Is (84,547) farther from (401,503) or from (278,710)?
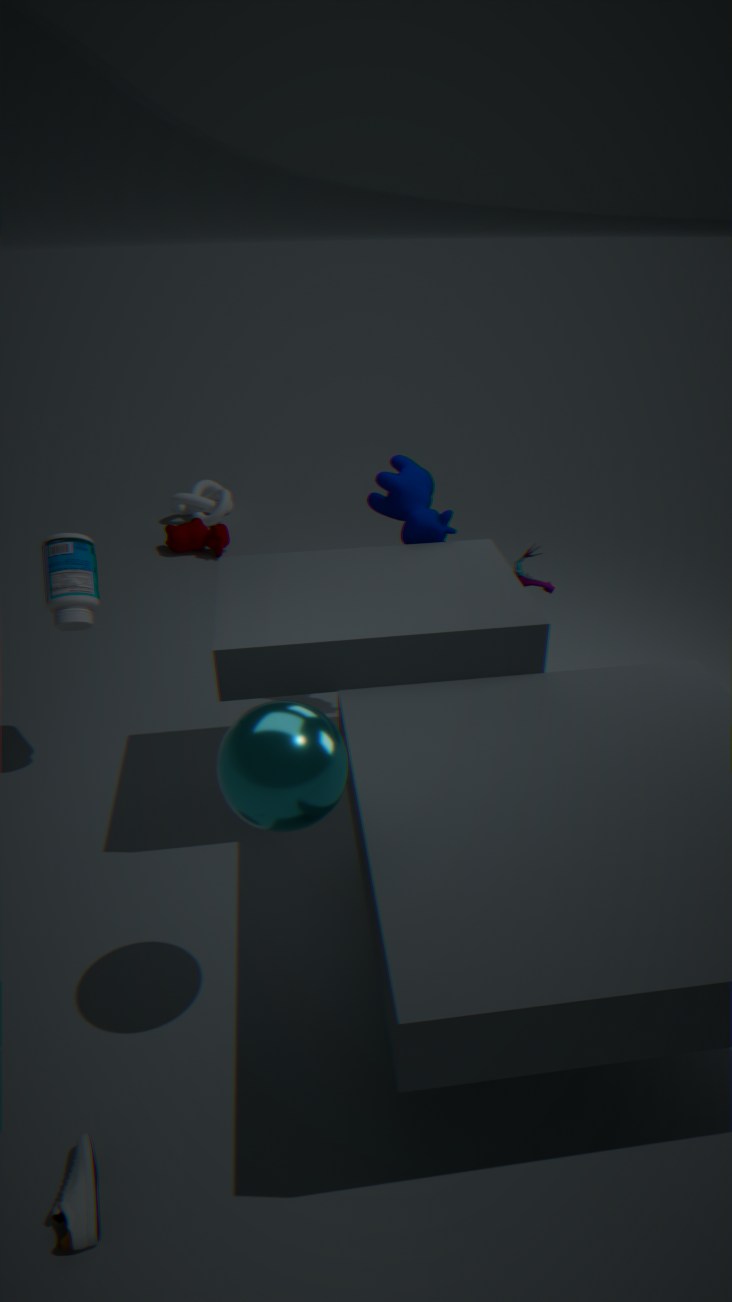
(278,710)
